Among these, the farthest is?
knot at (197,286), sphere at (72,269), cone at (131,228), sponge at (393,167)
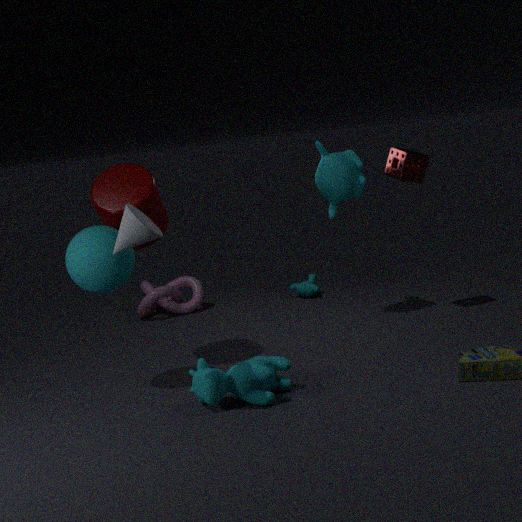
knot at (197,286)
